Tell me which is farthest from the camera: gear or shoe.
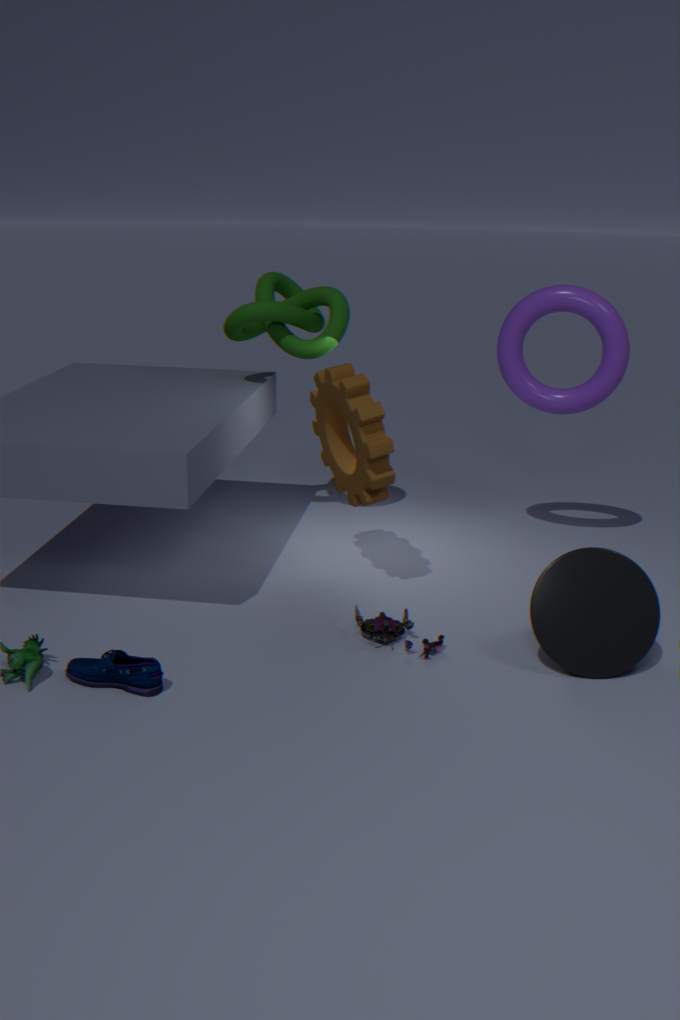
gear
